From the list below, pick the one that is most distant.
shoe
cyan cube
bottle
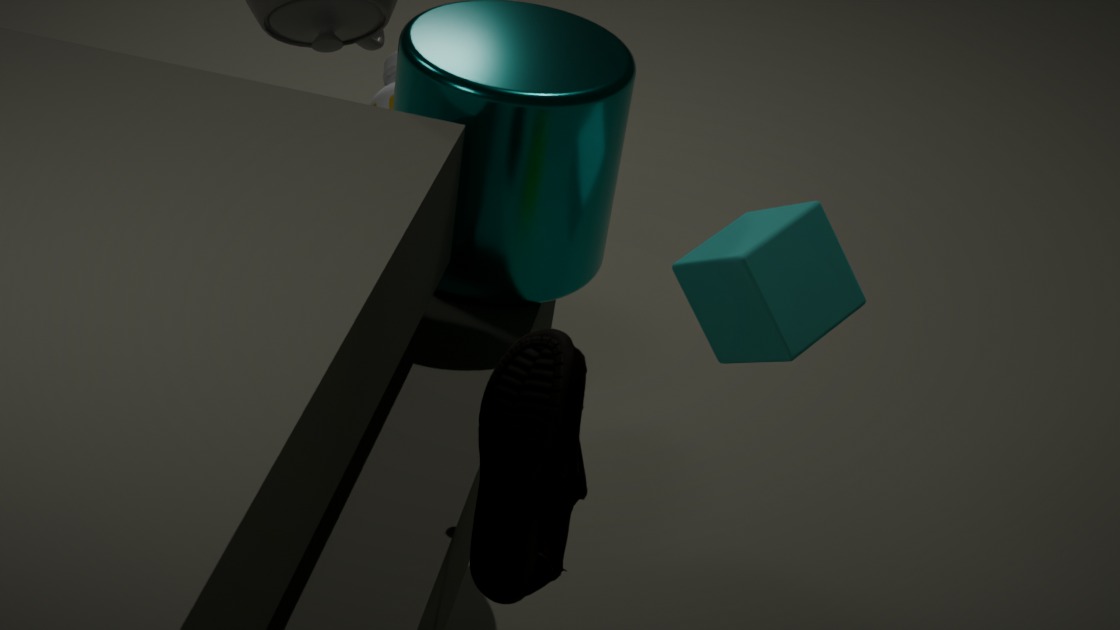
bottle
